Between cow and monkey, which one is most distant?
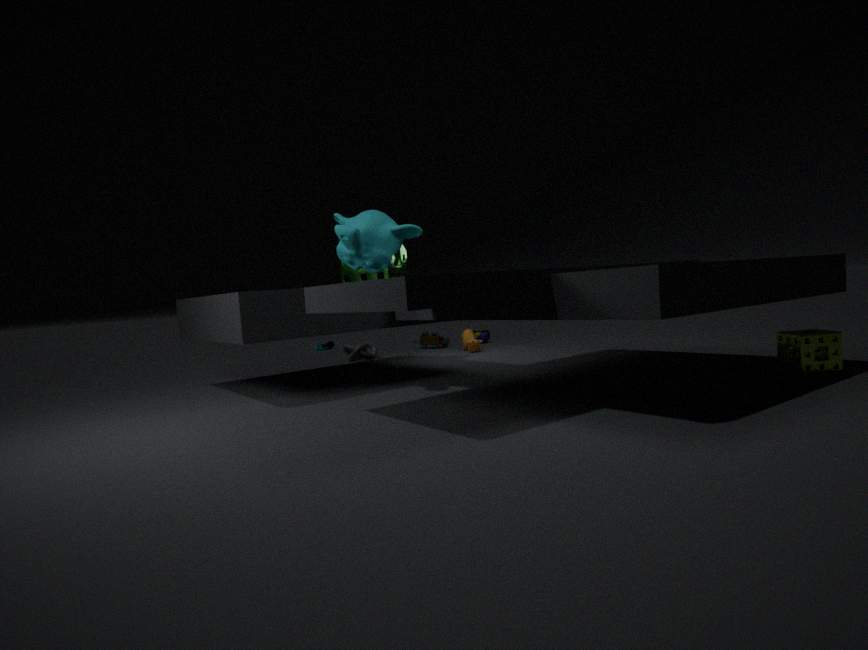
cow
